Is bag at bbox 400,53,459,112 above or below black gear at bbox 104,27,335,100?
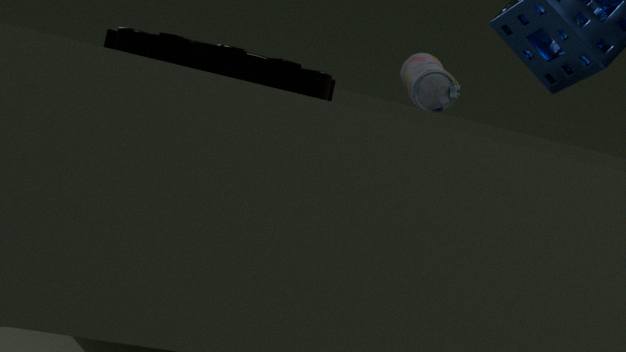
above
